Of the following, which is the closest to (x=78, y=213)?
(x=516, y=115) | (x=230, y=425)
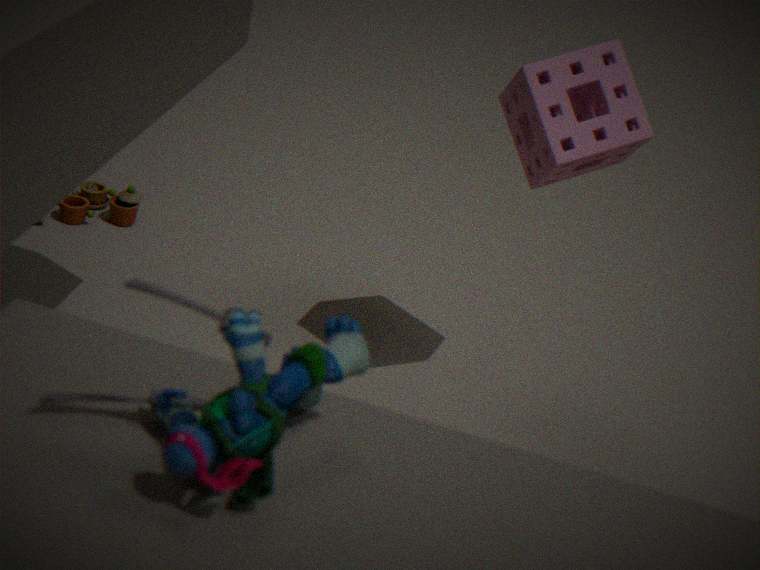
(x=516, y=115)
